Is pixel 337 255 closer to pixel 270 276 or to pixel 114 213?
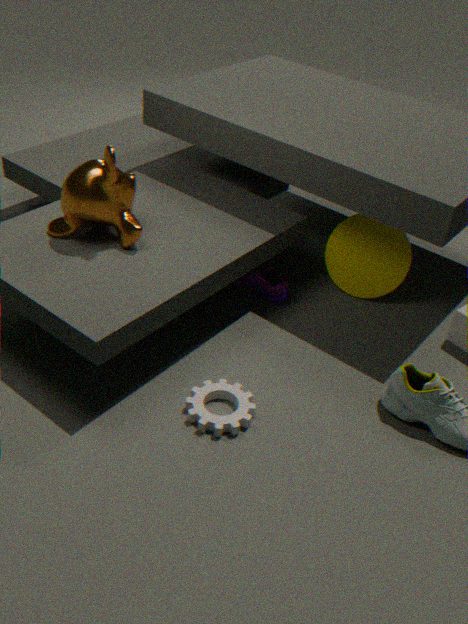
pixel 270 276
